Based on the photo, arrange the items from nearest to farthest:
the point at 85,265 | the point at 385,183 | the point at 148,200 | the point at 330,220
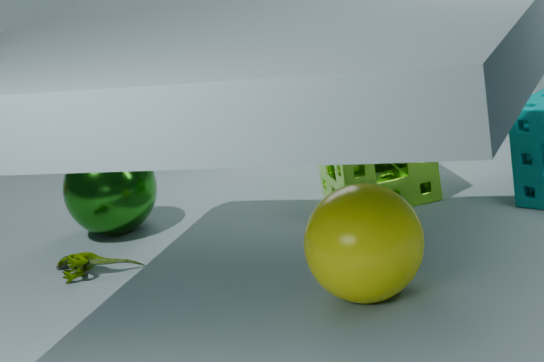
the point at 330,220 → the point at 85,265 → the point at 385,183 → the point at 148,200
